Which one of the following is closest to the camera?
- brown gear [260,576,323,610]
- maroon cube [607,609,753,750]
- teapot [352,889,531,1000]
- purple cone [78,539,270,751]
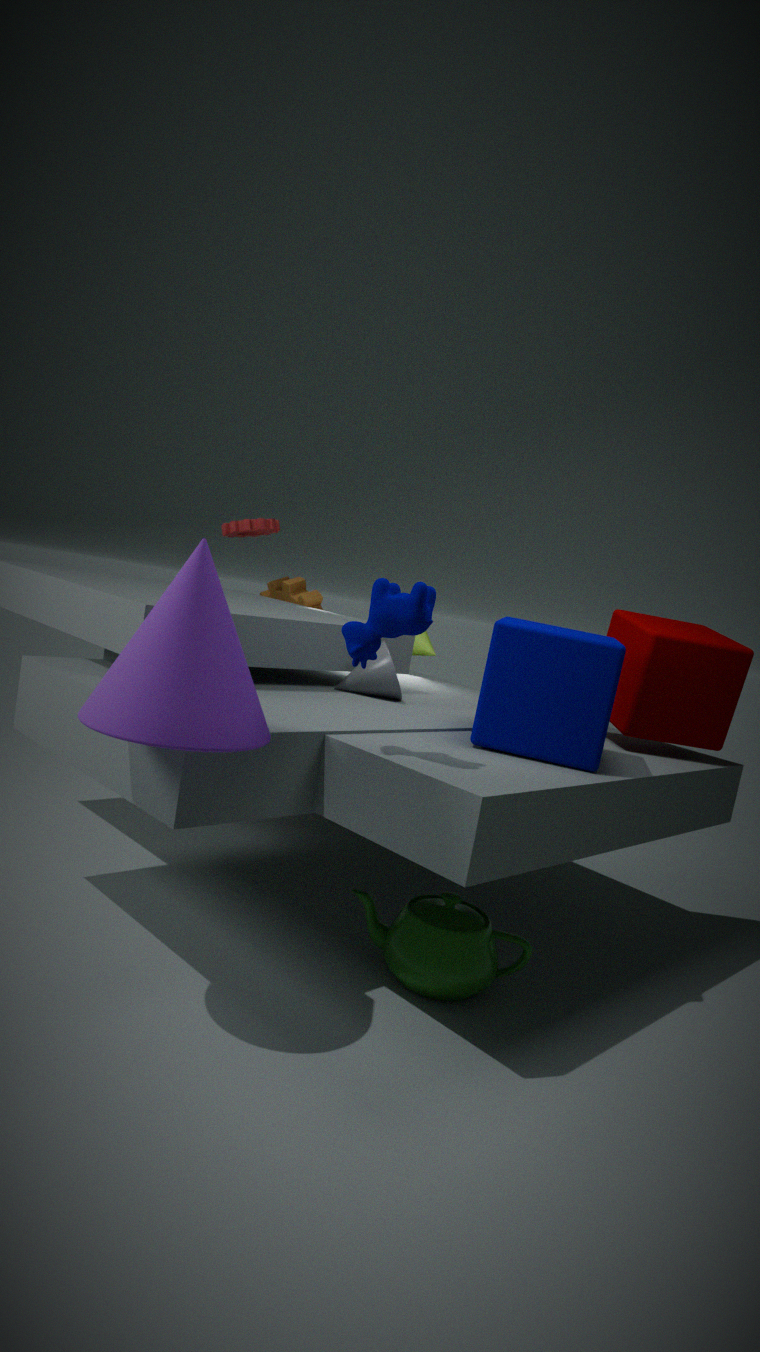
purple cone [78,539,270,751]
